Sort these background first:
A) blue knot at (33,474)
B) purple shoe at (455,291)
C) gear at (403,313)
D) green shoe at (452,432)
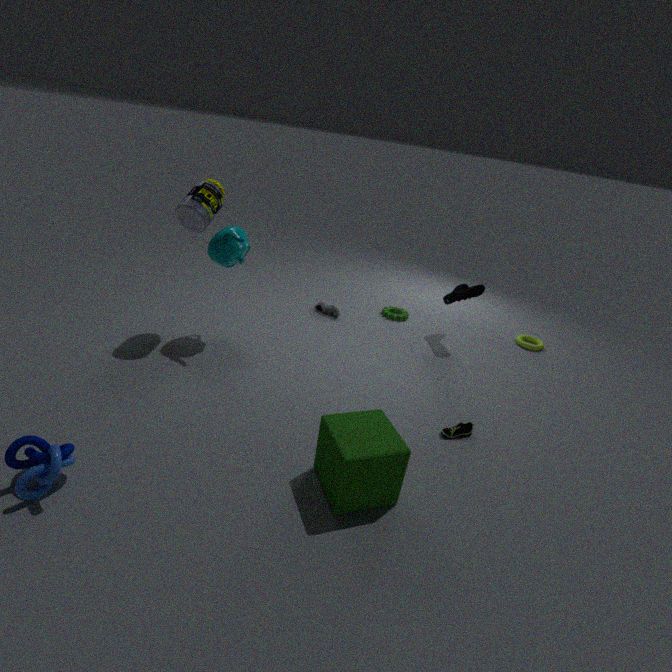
1. gear at (403,313)
2. purple shoe at (455,291)
3. green shoe at (452,432)
4. blue knot at (33,474)
